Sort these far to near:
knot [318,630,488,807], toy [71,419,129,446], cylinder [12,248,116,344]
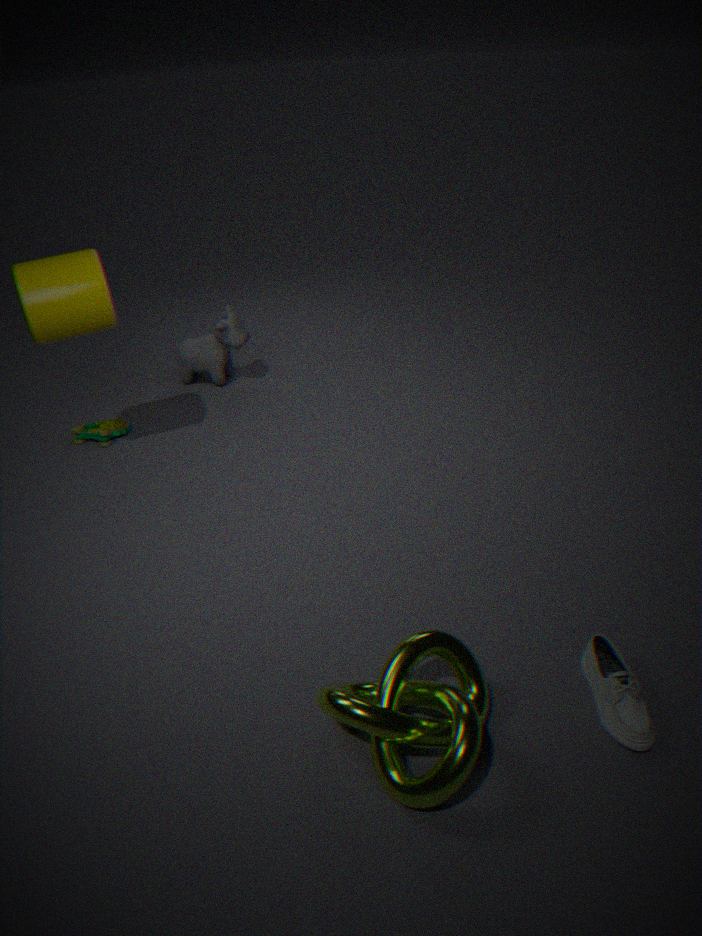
toy [71,419,129,446], cylinder [12,248,116,344], knot [318,630,488,807]
